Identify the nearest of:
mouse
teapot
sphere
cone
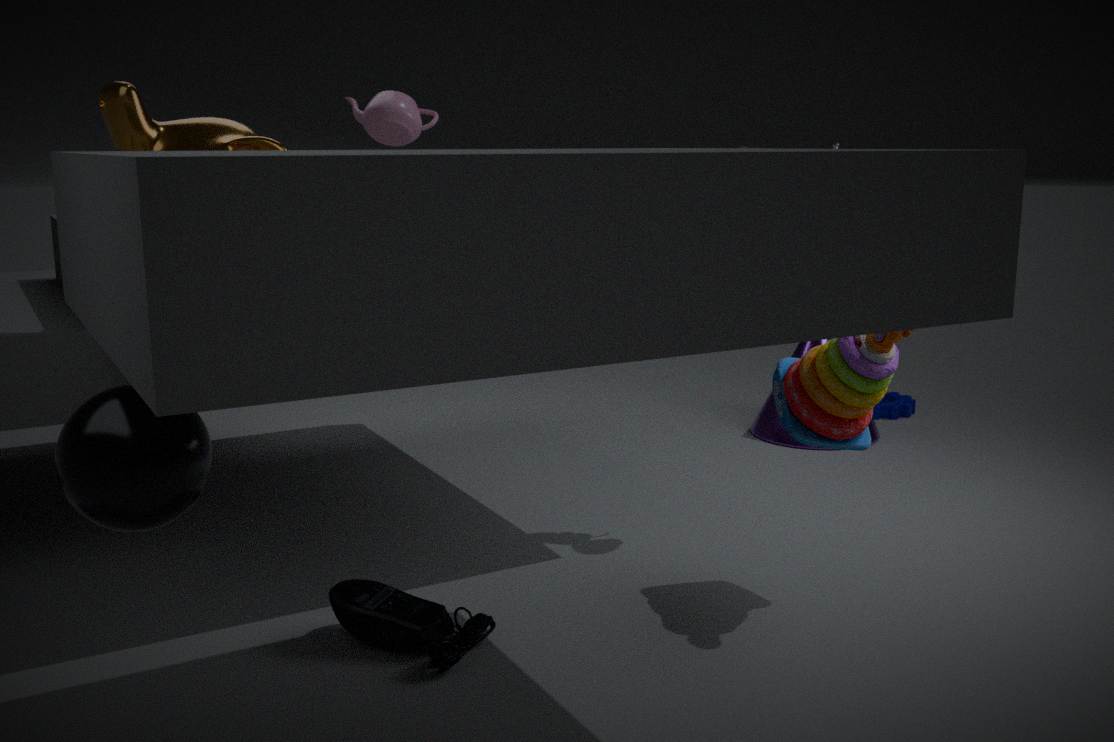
sphere
